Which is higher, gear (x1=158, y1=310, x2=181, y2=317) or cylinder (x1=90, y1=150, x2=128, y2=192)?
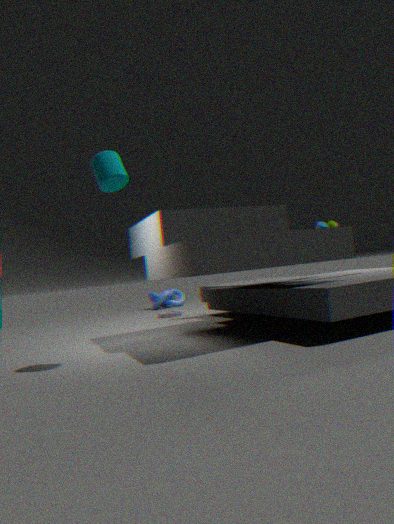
cylinder (x1=90, y1=150, x2=128, y2=192)
